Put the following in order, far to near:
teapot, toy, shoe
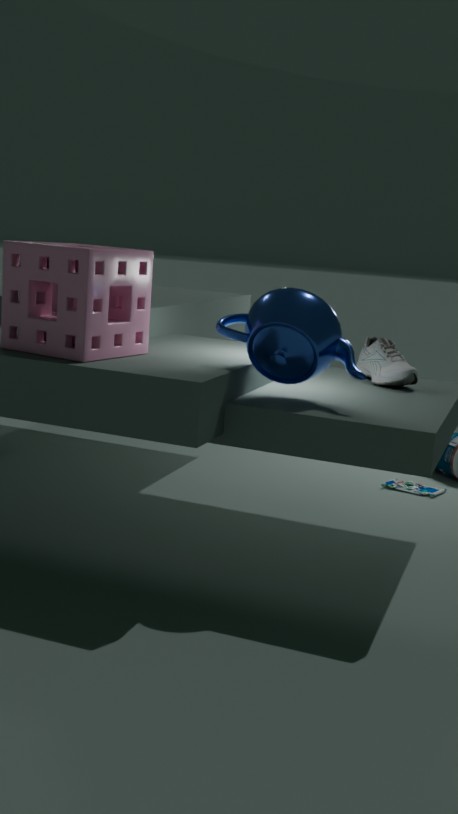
toy → shoe → teapot
